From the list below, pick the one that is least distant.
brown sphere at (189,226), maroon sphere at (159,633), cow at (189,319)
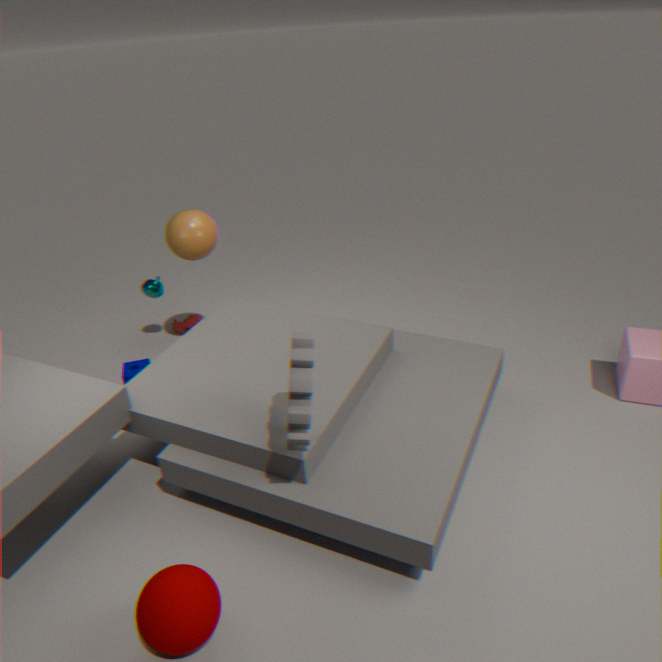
maroon sphere at (159,633)
